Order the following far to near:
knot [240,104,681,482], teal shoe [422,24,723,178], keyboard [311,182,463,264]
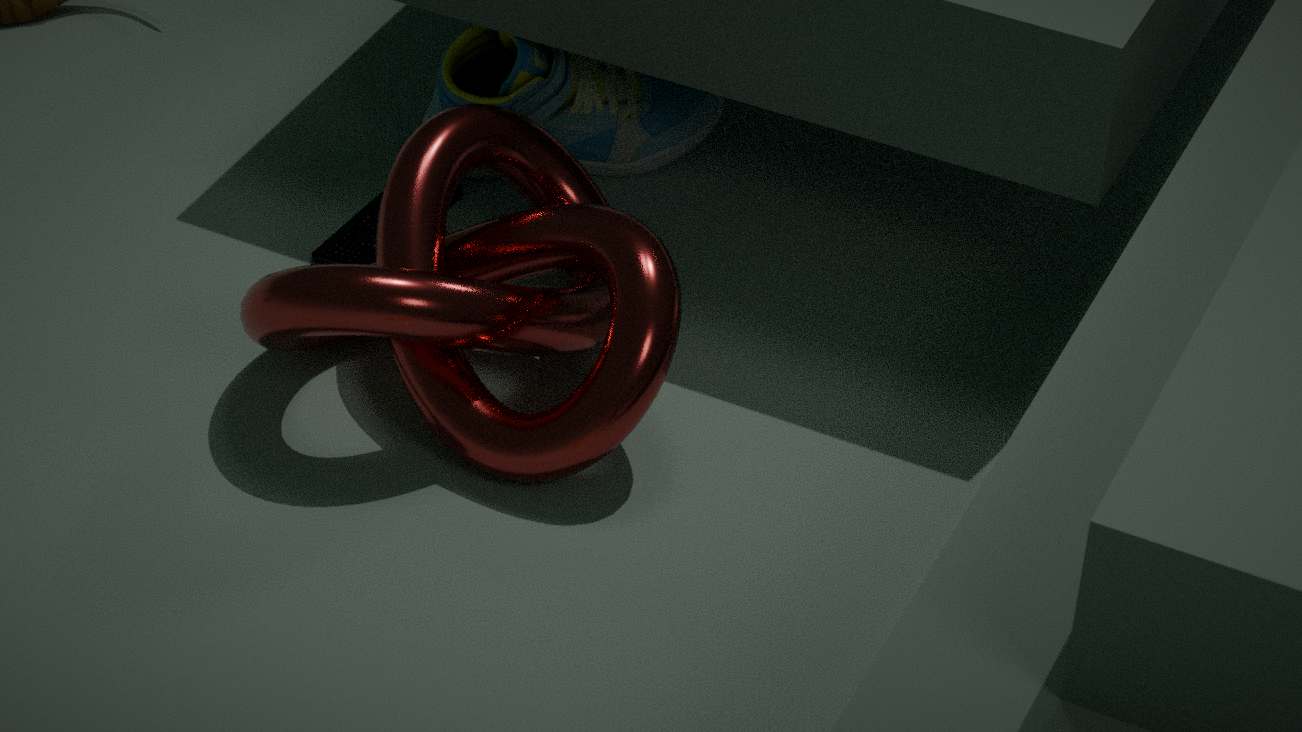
1. keyboard [311,182,463,264]
2. teal shoe [422,24,723,178]
3. knot [240,104,681,482]
